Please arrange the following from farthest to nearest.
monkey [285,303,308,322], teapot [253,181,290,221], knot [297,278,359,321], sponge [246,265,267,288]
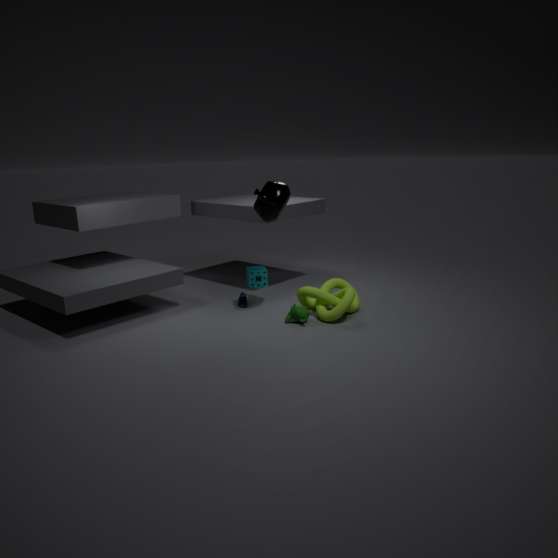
sponge [246,265,267,288] < monkey [285,303,308,322] < knot [297,278,359,321] < teapot [253,181,290,221]
